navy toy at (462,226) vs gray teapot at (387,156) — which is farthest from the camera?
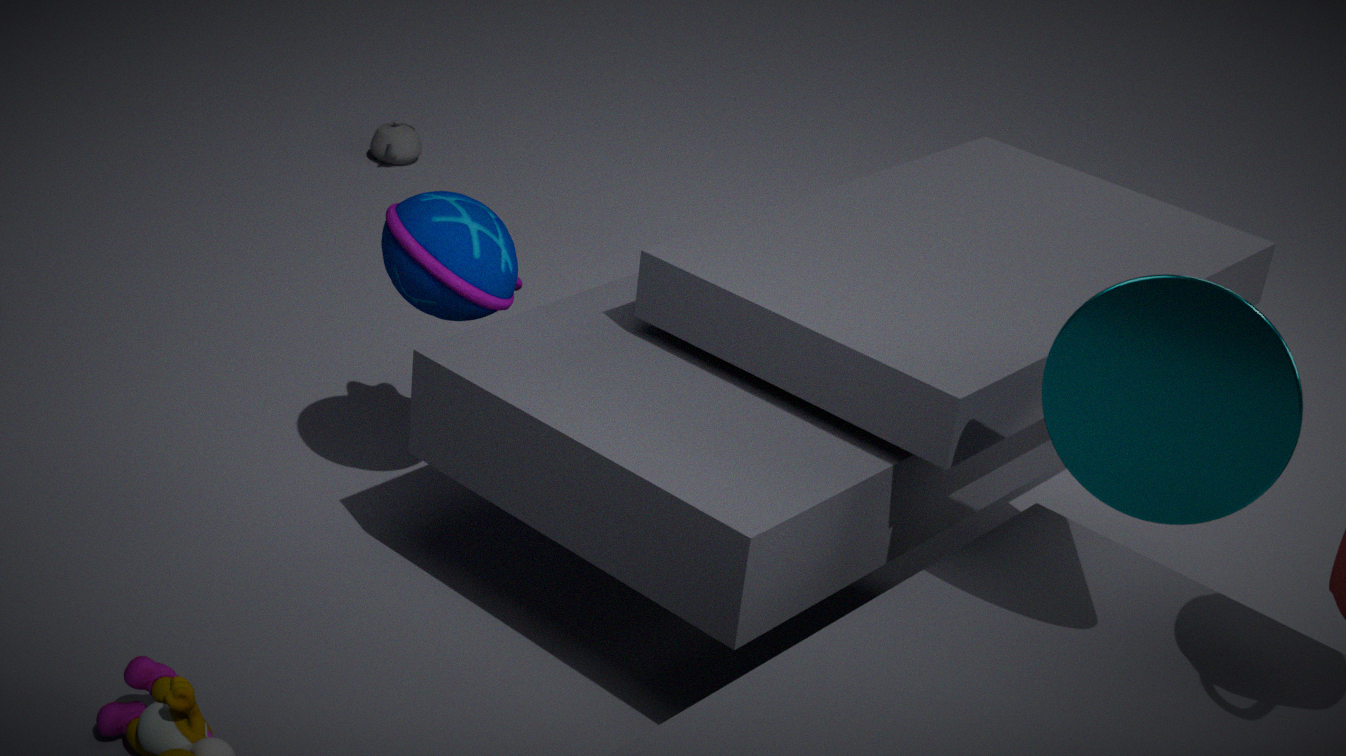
gray teapot at (387,156)
